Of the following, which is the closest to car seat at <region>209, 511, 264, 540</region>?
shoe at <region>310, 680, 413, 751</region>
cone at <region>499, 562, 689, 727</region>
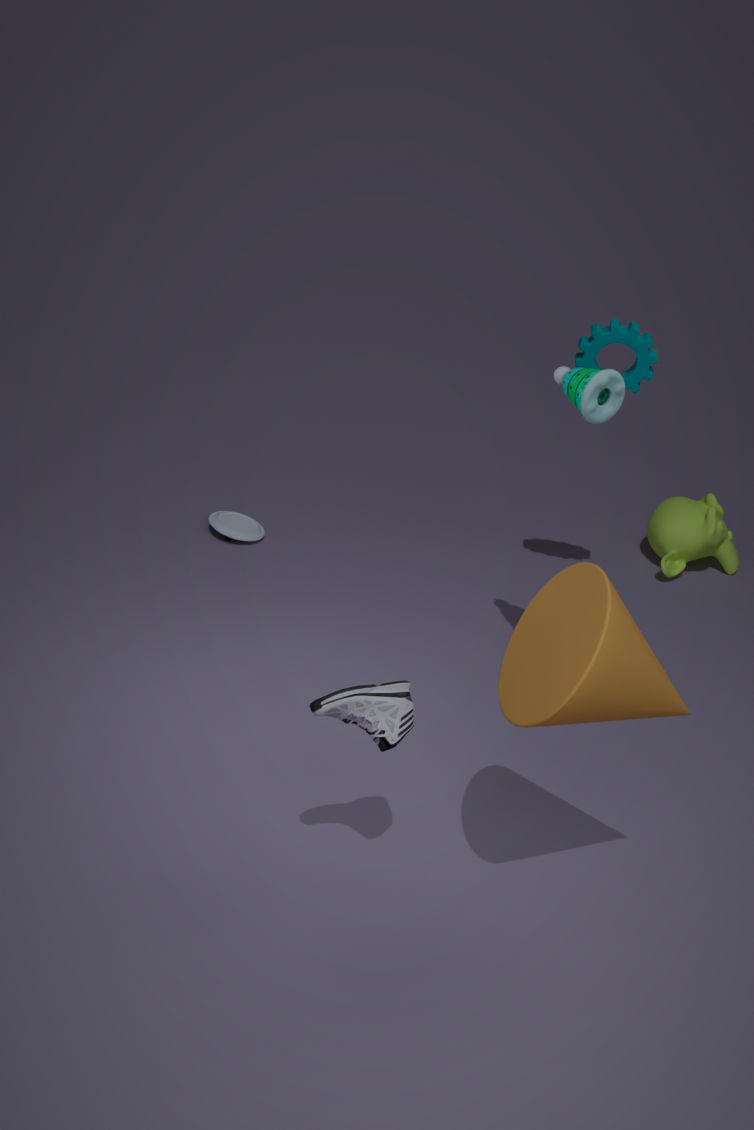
shoe at <region>310, 680, 413, 751</region>
